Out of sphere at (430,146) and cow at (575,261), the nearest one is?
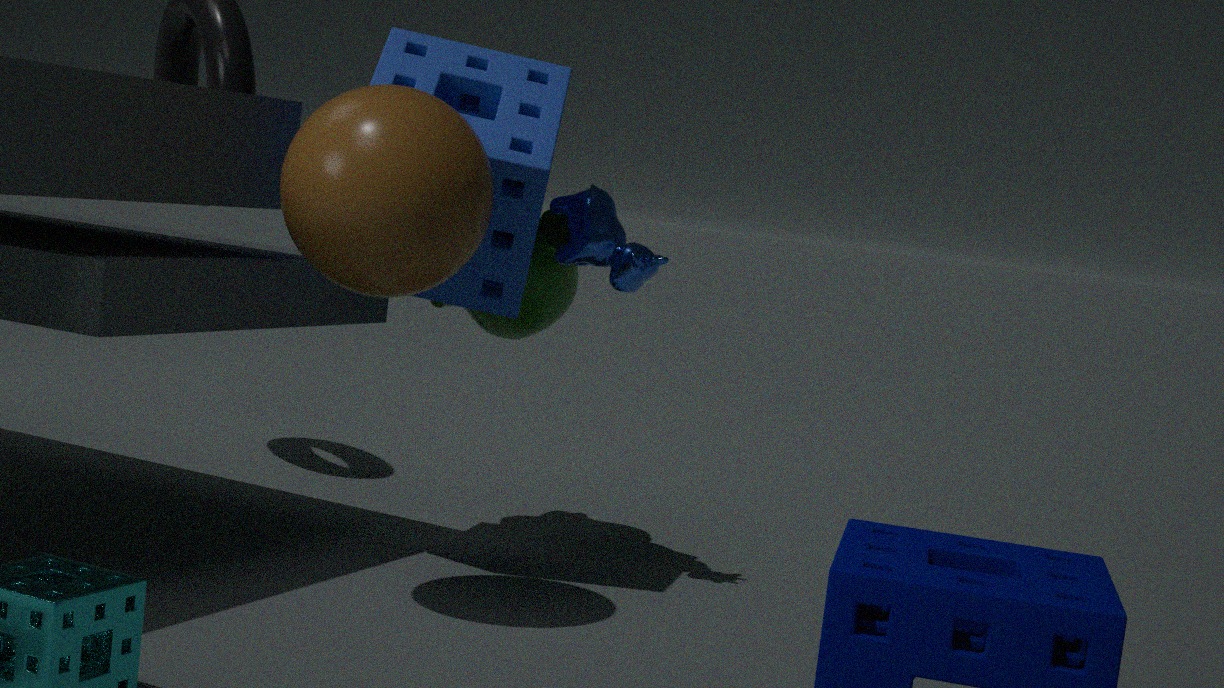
sphere at (430,146)
